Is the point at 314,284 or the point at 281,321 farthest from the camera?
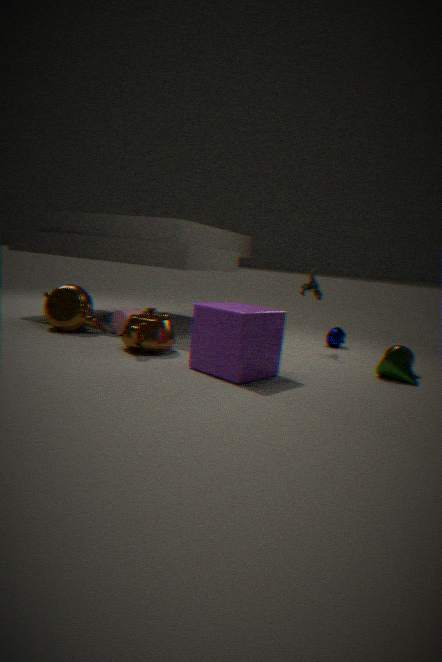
the point at 314,284
